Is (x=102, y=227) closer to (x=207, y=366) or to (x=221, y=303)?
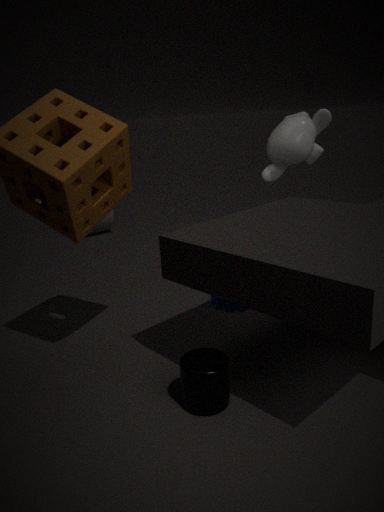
(x=221, y=303)
